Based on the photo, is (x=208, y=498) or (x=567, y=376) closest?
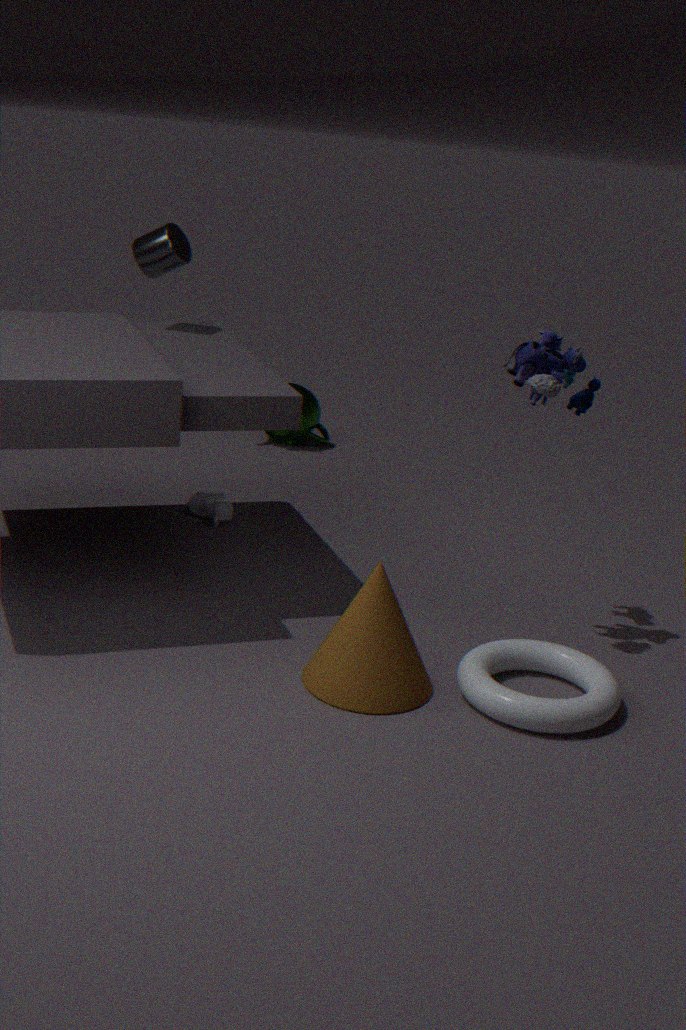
(x=567, y=376)
